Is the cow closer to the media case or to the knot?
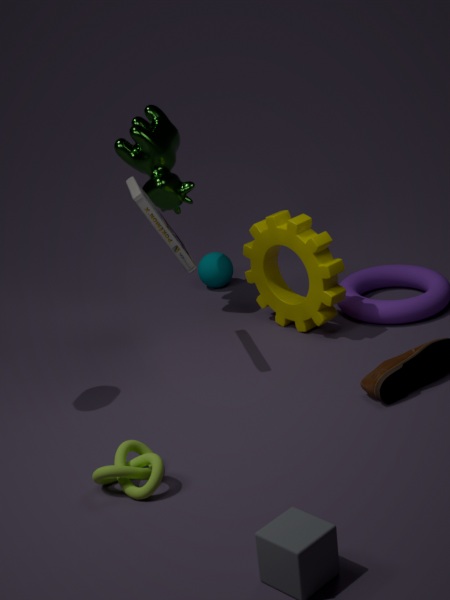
the media case
